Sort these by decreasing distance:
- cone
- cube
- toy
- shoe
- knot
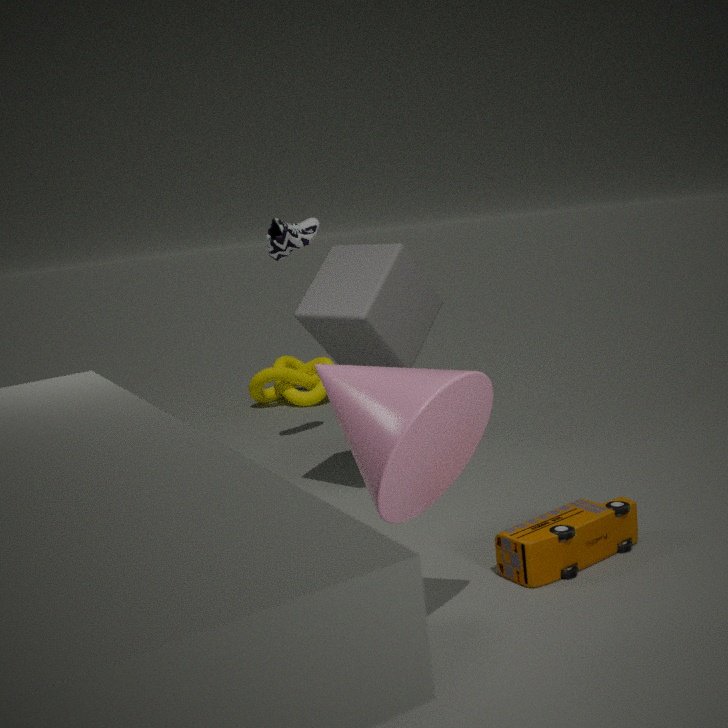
knot
shoe
cube
toy
cone
